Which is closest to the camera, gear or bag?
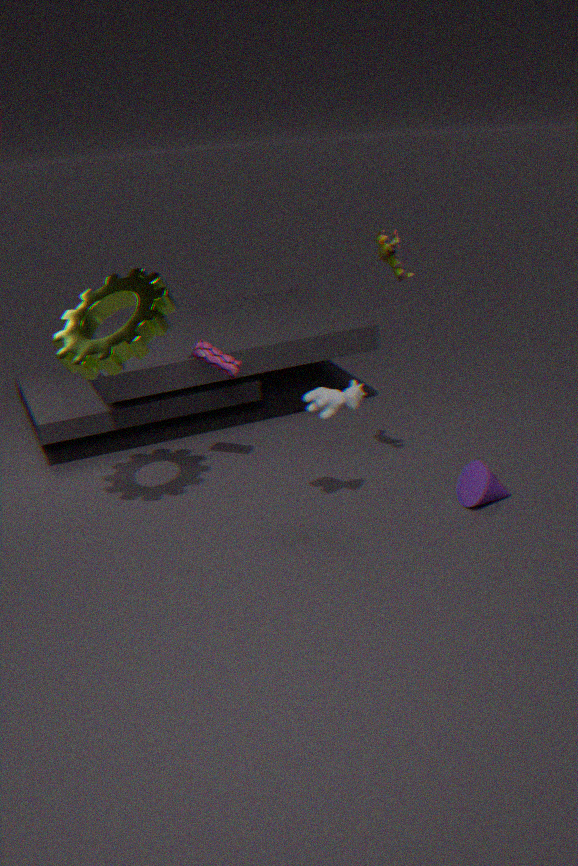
gear
